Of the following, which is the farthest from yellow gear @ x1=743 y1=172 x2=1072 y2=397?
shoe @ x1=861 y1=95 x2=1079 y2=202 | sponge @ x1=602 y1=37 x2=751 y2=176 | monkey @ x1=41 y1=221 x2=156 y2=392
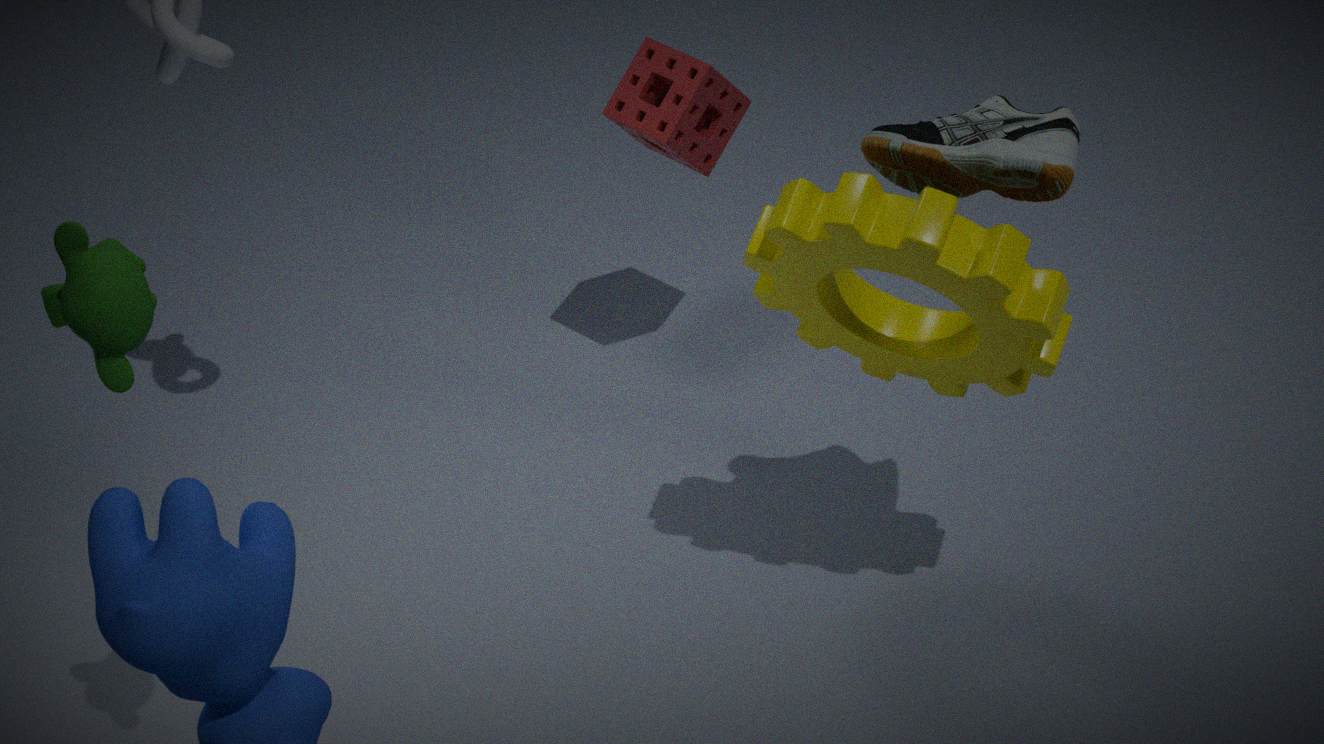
monkey @ x1=41 y1=221 x2=156 y2=392
